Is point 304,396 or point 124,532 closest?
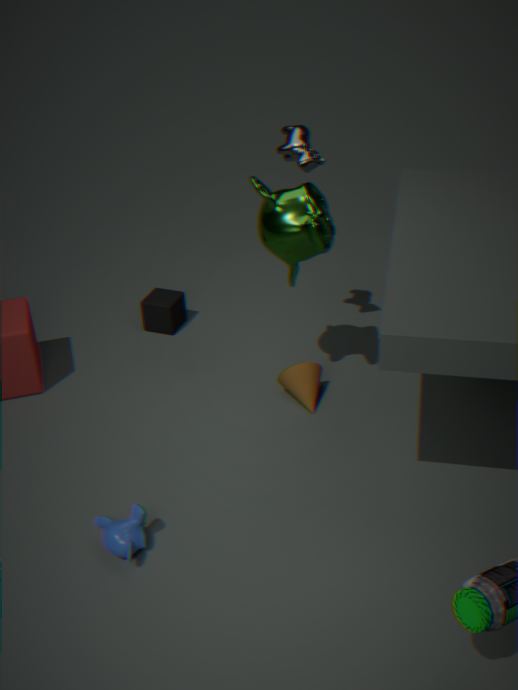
point 124,532
